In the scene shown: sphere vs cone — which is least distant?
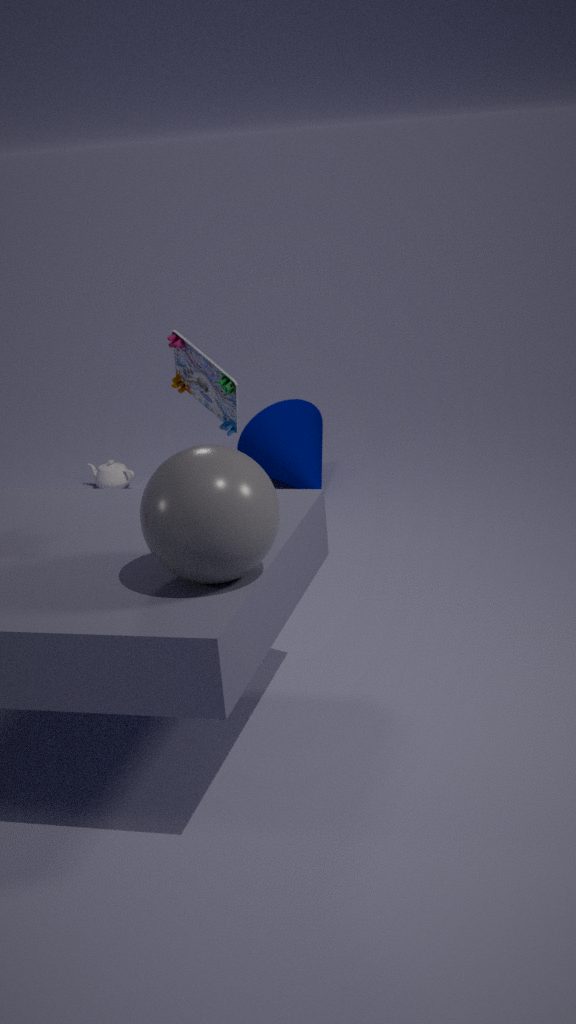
sphere
